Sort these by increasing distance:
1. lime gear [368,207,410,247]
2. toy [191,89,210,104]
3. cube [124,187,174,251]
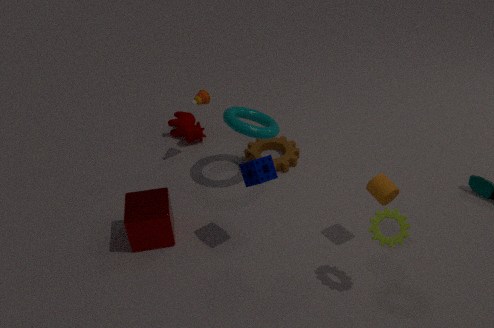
lime gear [368,207,410,247] → cube [124,187,174,251] → toy [191,89,210,104]
